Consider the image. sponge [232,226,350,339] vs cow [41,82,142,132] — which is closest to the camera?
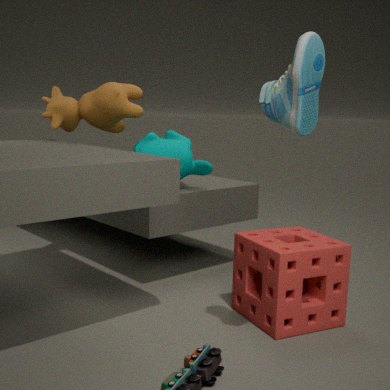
sponge [232,226,350,339]
